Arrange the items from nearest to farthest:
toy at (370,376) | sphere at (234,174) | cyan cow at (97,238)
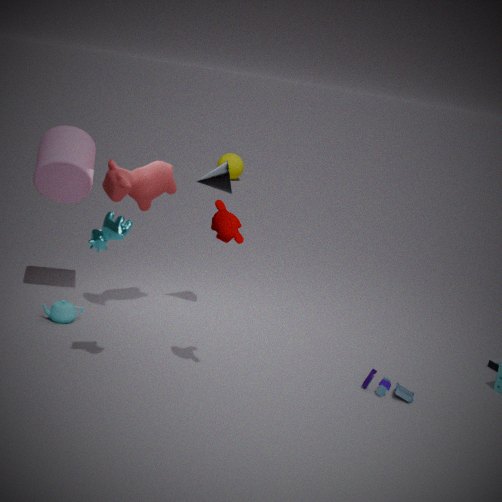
cyan cow at (97,238) < toy at (370,376) < sphere at (234,174)
